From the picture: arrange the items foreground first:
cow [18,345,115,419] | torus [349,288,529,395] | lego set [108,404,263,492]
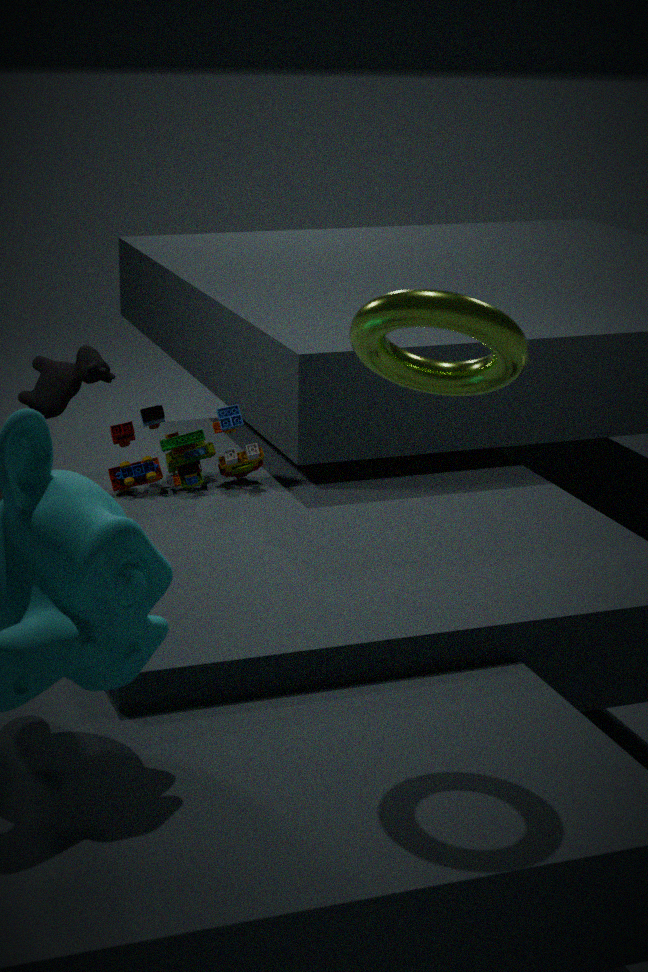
torus [349,288,529,395], lego set [108,404,263,492], cow [18,345,115,419]
